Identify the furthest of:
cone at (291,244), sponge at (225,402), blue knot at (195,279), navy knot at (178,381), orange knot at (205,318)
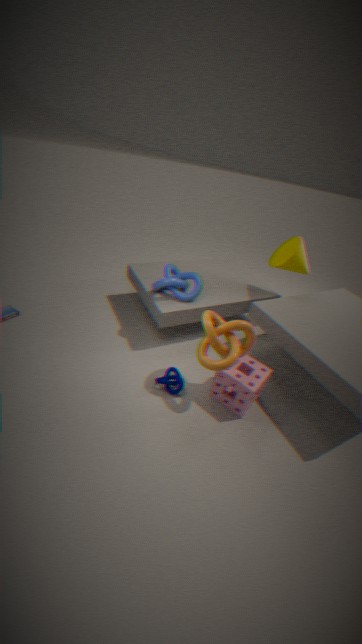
cone at (291,244)
